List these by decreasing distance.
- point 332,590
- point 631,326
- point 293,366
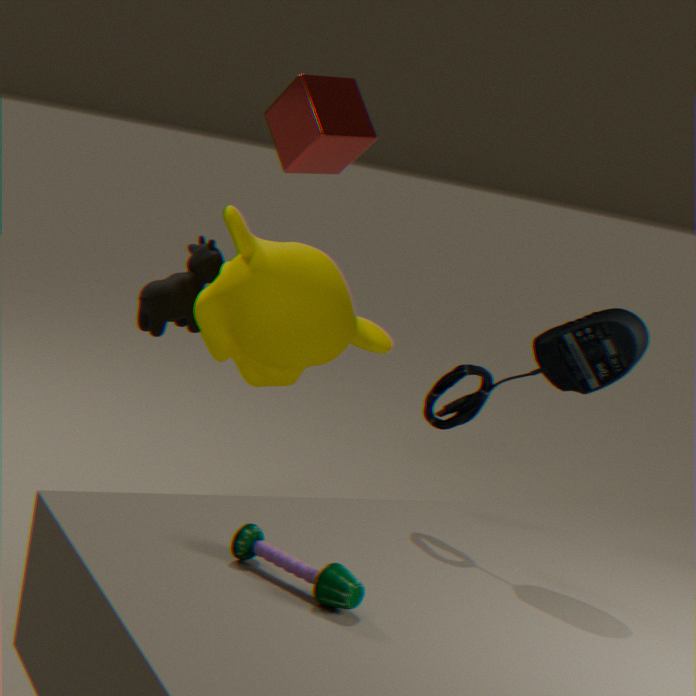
1. point 293,366
2. point 631,326
3. point 332,590
